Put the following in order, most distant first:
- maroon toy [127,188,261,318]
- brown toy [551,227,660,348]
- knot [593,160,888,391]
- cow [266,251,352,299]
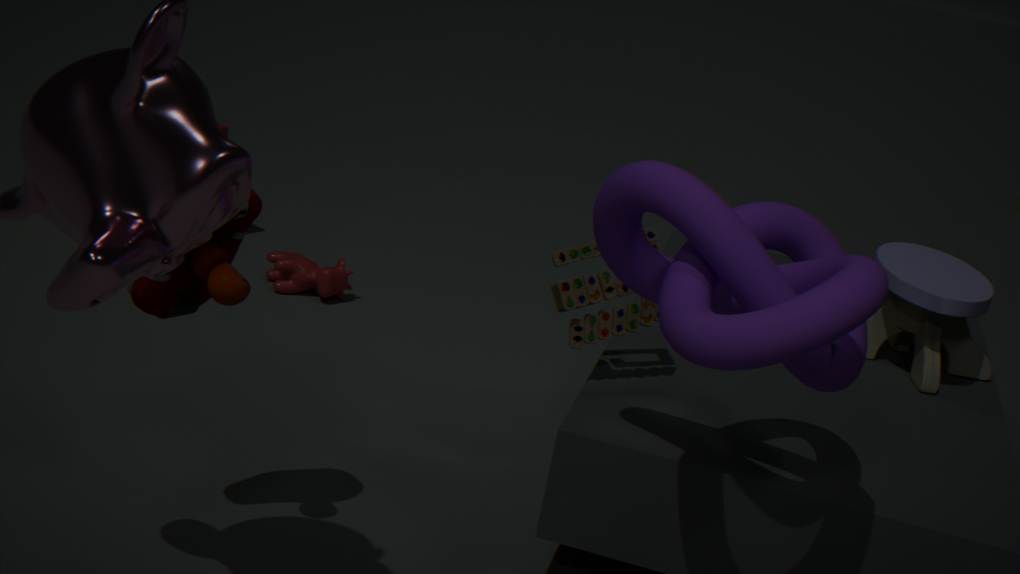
cow [266,251,352,299] → brown toy [551,227,660,348] → maroon toy [127,188,261,318] → knot [593,160,888,391]
